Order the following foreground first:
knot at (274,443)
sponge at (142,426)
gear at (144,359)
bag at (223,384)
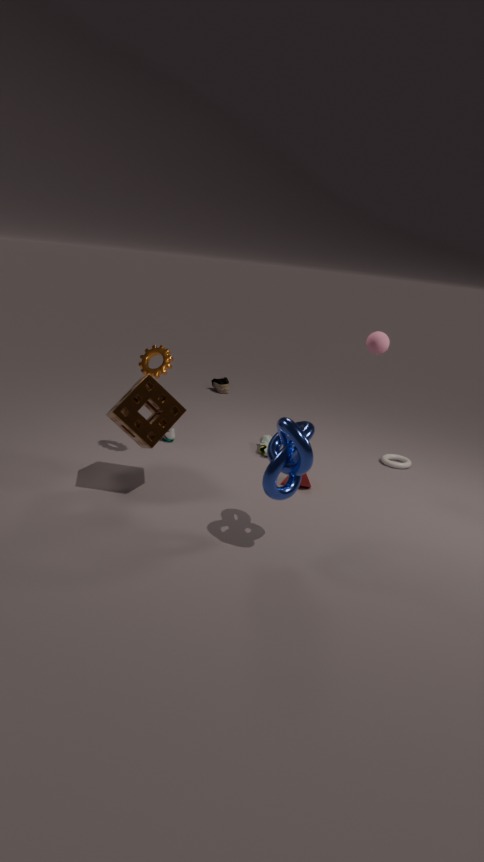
knot at (274,443)
sponge at (142,426)
gear at (144,359)
bag at (223,384)
